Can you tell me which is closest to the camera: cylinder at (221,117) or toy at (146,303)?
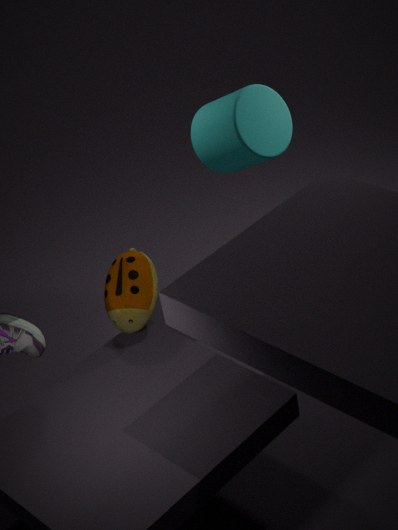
toy at (146,303)
